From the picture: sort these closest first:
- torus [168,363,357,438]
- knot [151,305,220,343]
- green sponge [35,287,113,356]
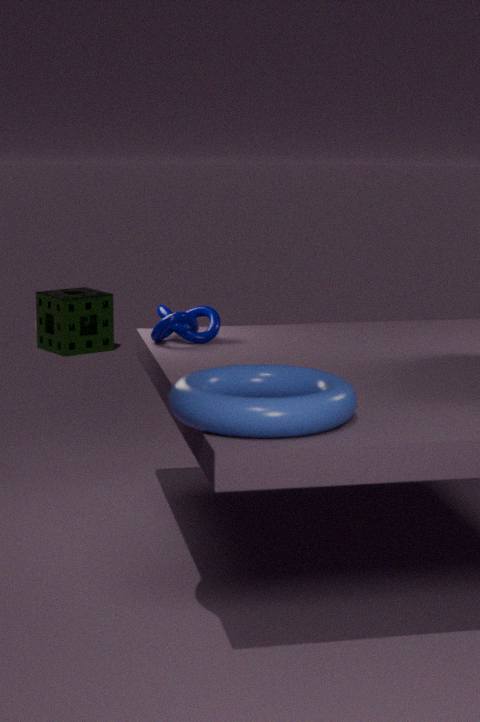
torus [168,363,357,438] → knot [151,305,220,343] → green sponge [35,287,113,356]
